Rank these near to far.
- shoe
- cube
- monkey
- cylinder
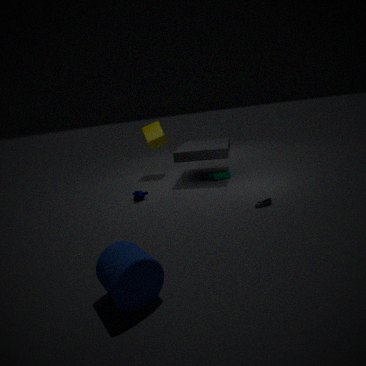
cylinder, shoe, monkey, cube
